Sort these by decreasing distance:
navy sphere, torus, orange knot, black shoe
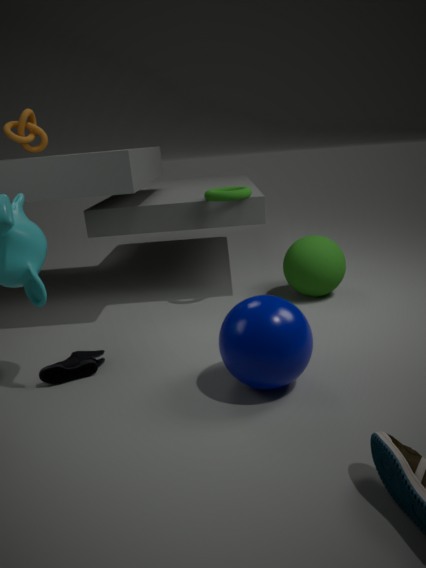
orange knot
torus
black shoe
navy sphere
